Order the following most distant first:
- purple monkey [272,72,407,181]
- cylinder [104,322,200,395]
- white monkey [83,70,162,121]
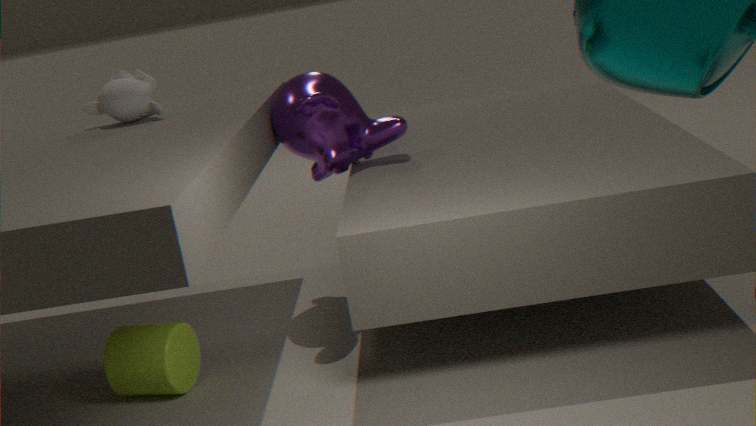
white monkey [83,70,162,121] < purple monkey [272,72,407,181] < cylinder [104,322,200,395]
